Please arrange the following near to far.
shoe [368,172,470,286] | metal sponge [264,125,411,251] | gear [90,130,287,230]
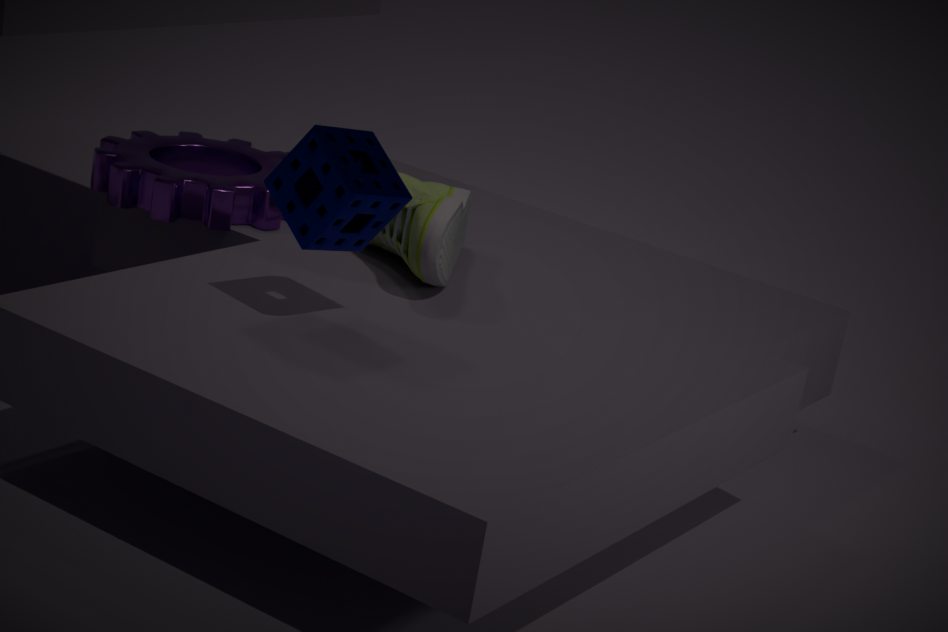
metal sponge [264,125,411,251]
shoe [368,172,470,286]
gear [90,130,287,230]
